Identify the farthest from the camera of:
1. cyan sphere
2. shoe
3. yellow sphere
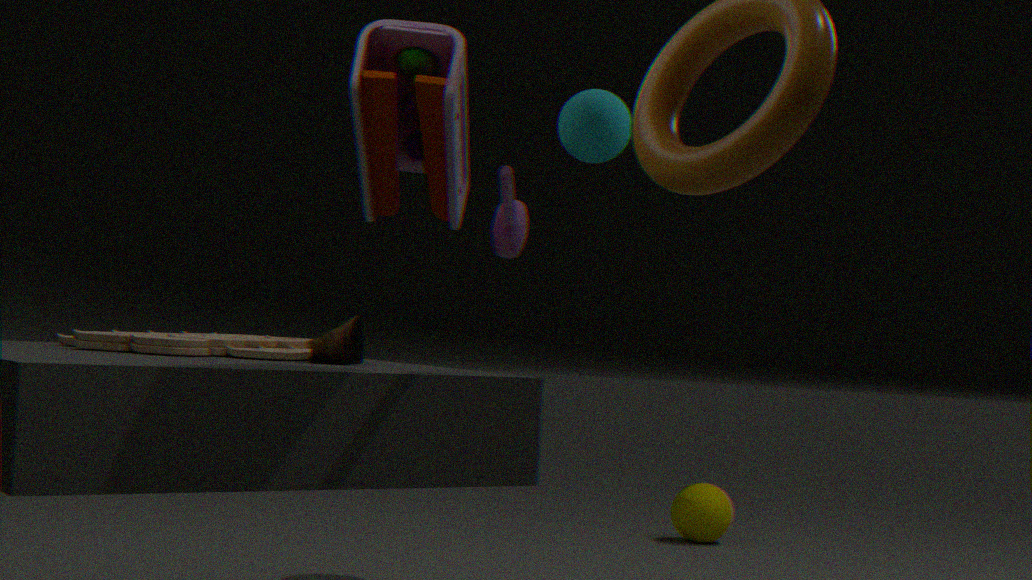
yellow sphere
